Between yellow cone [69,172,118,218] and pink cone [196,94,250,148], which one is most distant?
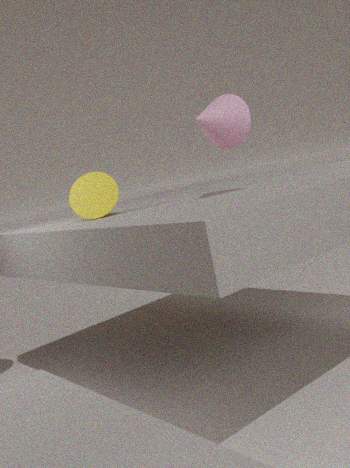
yellow cone [69,172,118,218]
